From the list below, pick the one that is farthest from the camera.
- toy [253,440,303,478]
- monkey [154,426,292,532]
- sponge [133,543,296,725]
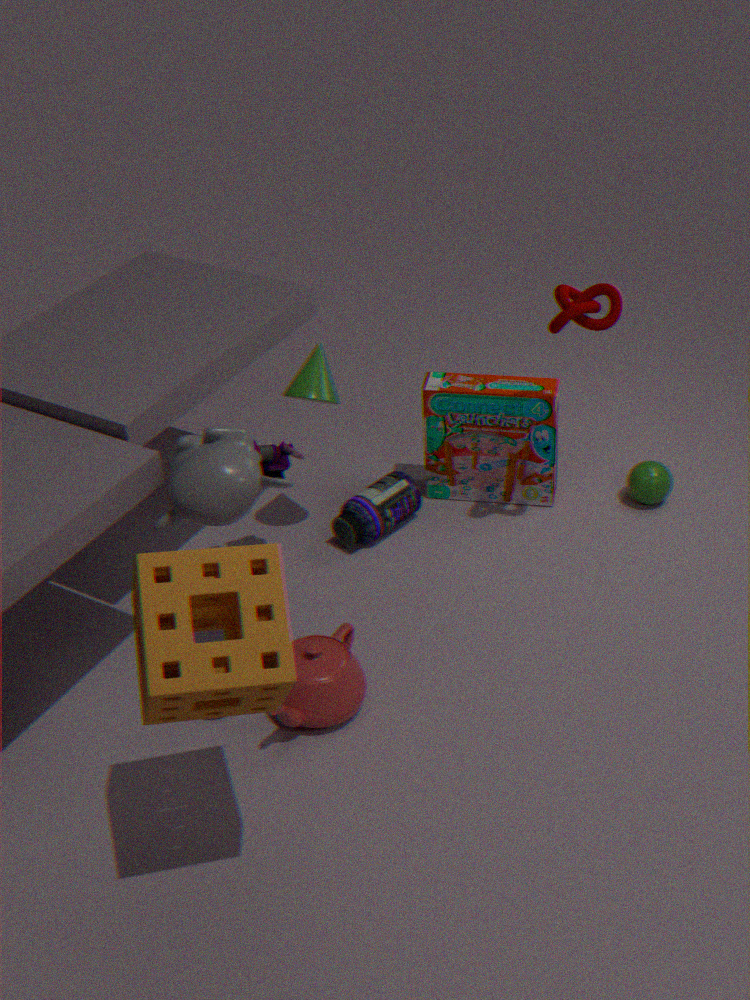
toy [253,440,303,478]
